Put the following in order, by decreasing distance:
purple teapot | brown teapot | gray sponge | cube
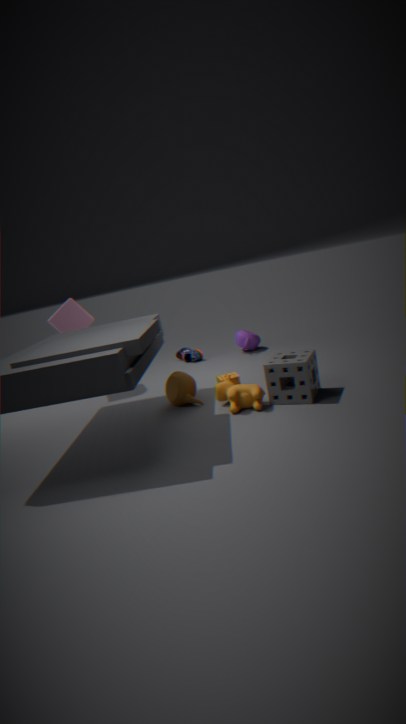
1. purple teapot
2. cube
3. brown teapot
4. gray sponge
